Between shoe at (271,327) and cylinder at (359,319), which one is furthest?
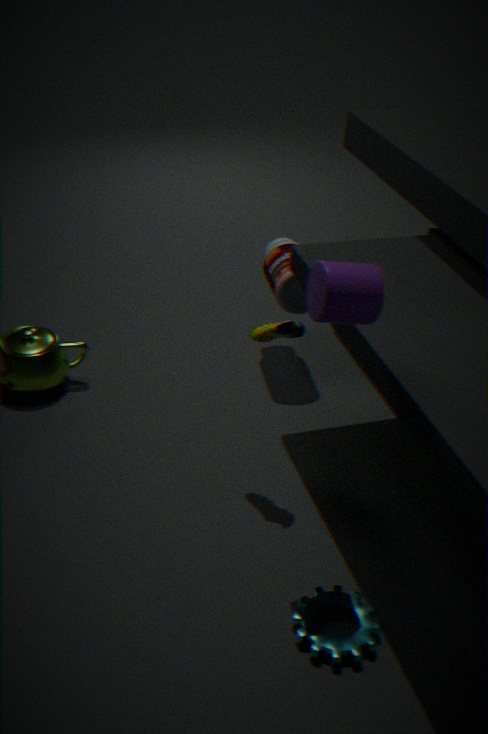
shoe at (271,327)
